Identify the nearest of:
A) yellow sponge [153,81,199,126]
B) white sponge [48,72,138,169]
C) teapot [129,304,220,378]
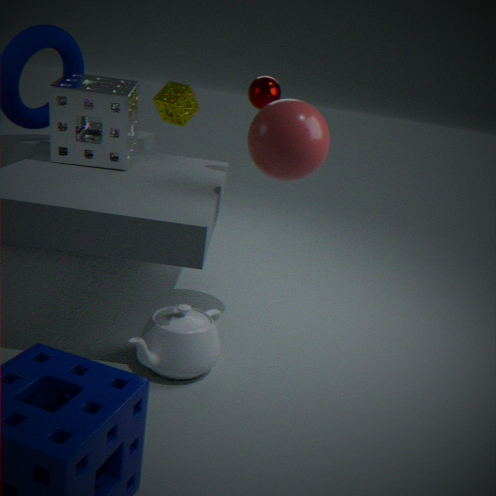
teapot [129,304,220,378]
